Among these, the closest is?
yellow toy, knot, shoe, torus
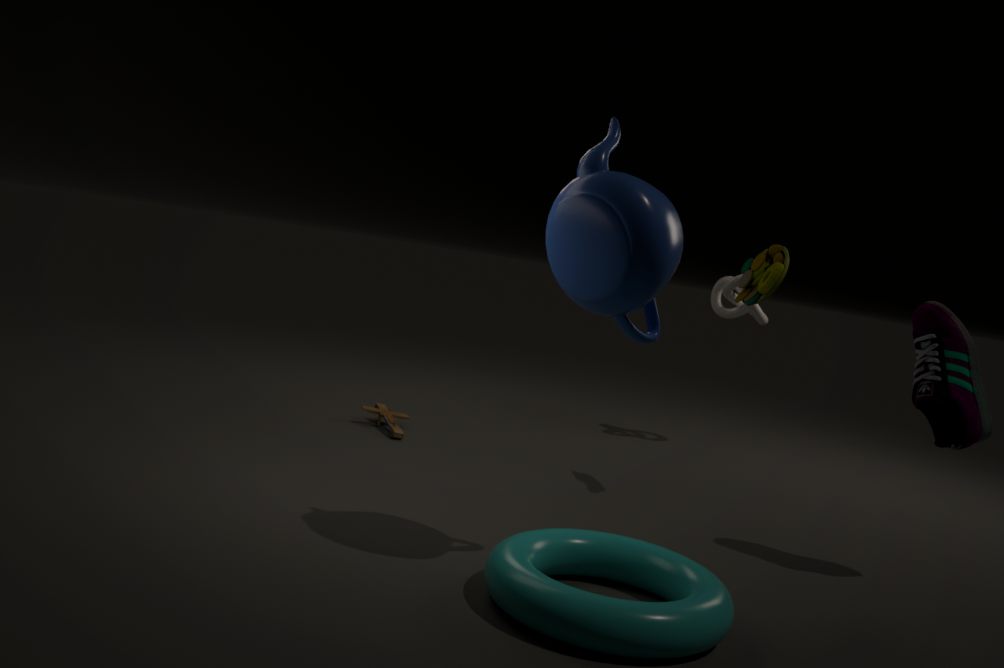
torus
